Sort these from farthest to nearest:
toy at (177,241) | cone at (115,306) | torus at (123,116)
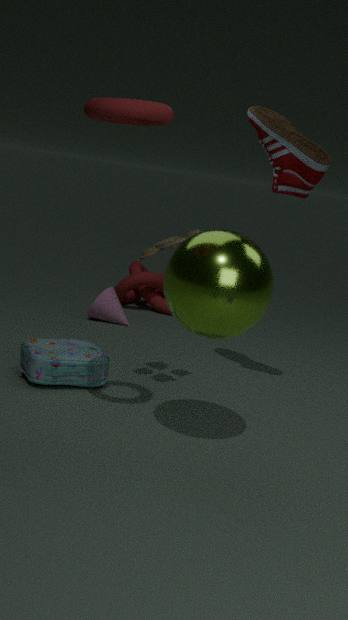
cone at (115,306), toy at (177,241), torus at (123,116)
